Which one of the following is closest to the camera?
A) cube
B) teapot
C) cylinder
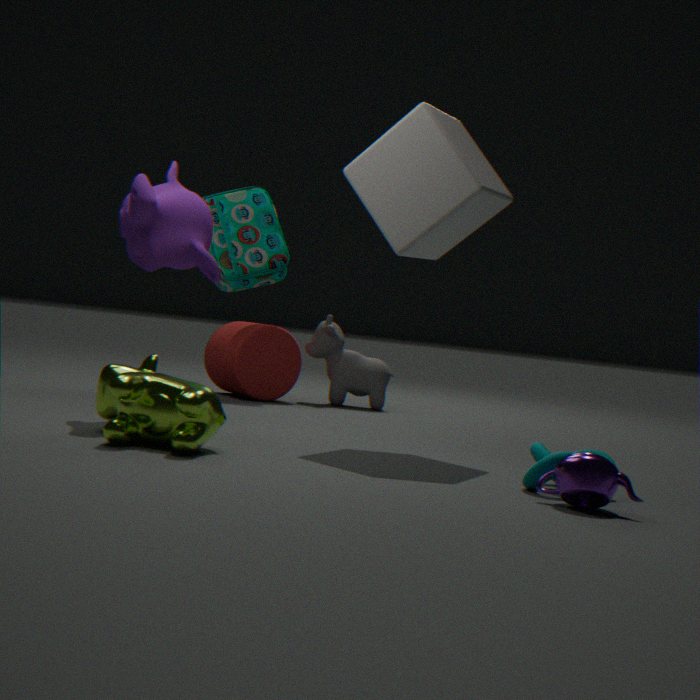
teapot
